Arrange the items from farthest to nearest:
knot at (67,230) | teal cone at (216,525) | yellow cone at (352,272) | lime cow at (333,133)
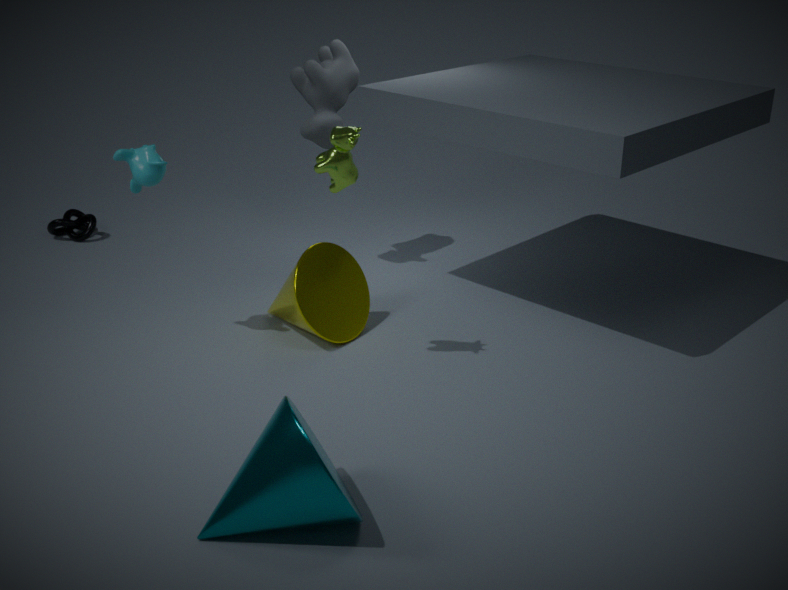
knot at (67,230) → yellow cone at (352,272) → lime cow at (333,133) → teal cone at (216,525)
